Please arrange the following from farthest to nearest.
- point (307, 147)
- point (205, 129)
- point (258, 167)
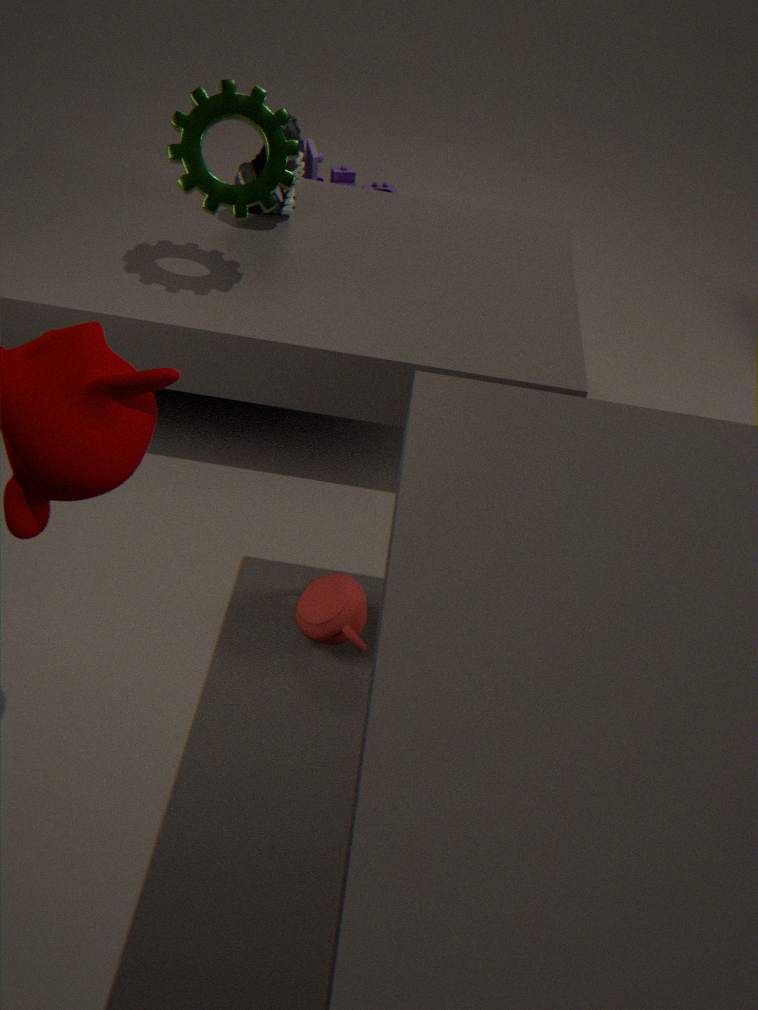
point (307, 147) < point (258, 167) < point (205, 129)
